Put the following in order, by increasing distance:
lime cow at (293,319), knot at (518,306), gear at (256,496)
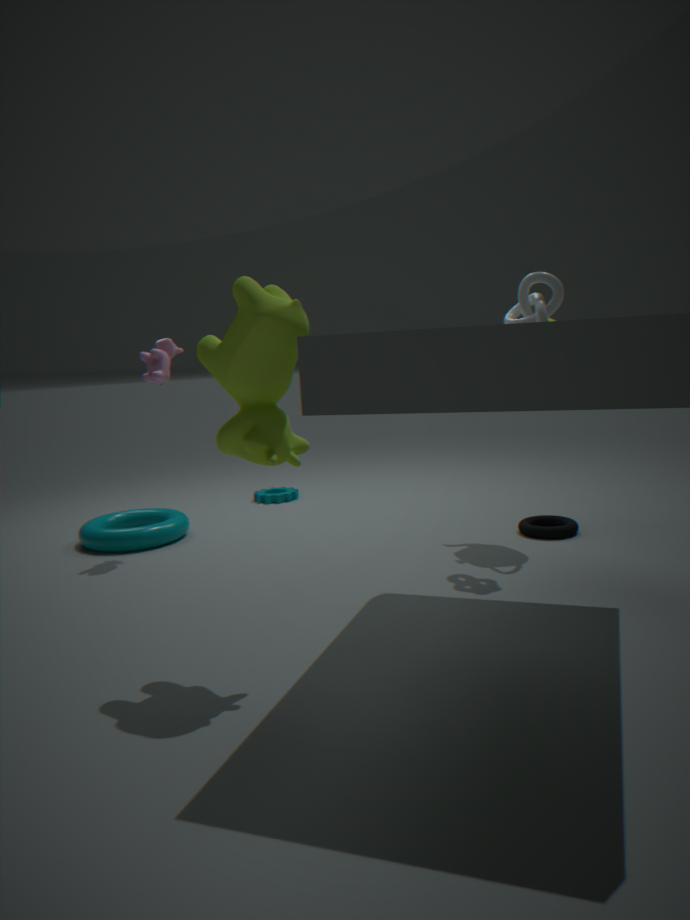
1. lime cow at (293,319)
2. knot at (518,306)
3. gear at (256,496)
